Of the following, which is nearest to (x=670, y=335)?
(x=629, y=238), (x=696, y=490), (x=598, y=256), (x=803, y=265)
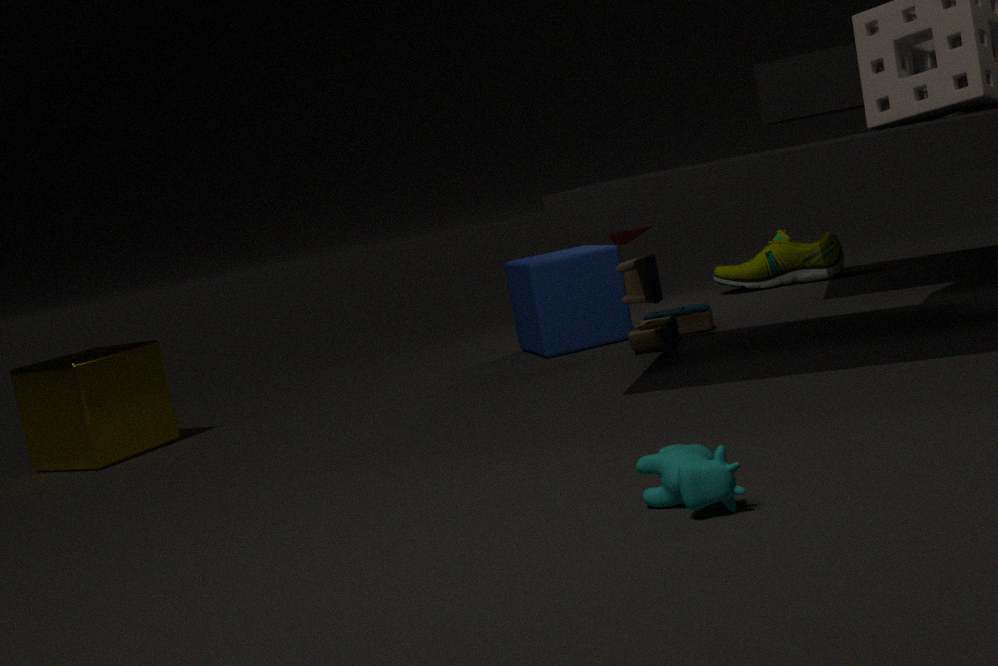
(x=598, y=256)
